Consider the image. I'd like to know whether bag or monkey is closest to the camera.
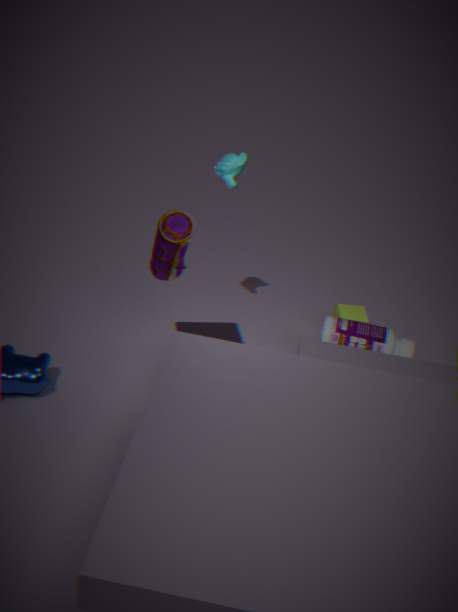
bag
